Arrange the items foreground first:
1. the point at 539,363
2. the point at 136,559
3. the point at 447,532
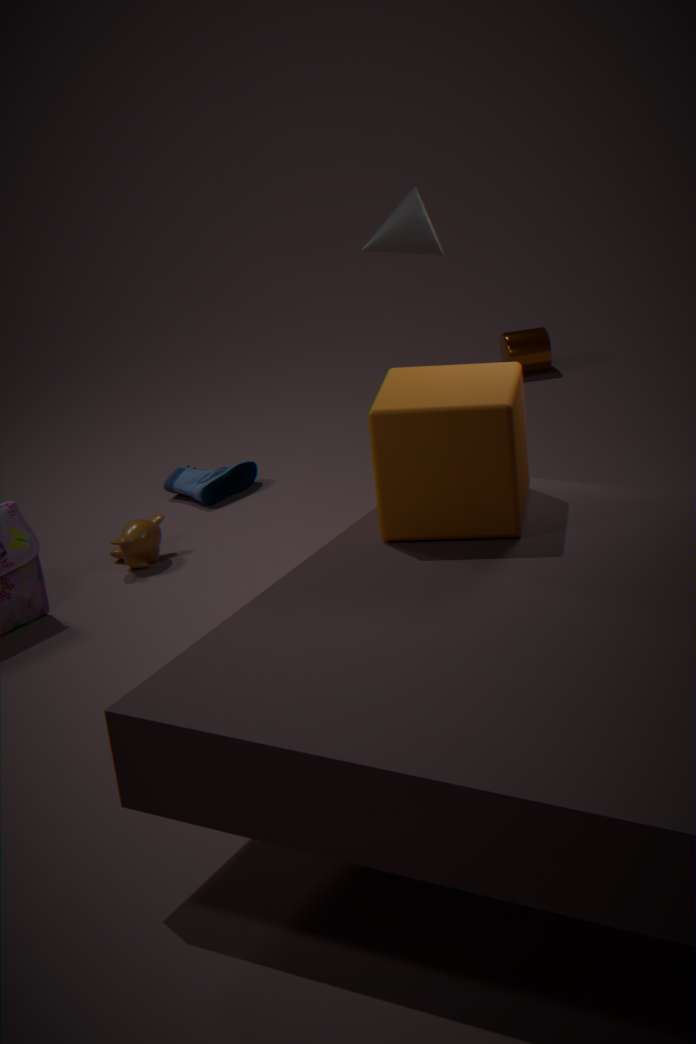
the point at 447,532 → the point at 136,559 → the point at 539,363
